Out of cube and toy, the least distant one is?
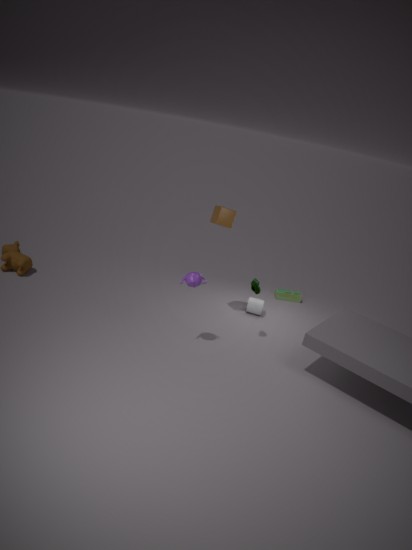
cube
